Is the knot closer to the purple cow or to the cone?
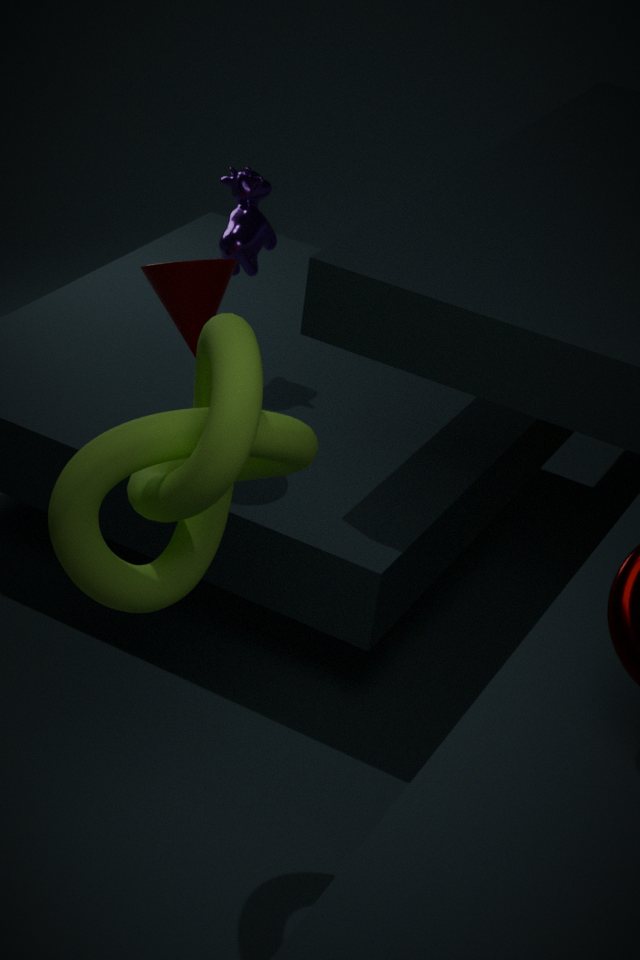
the cone
